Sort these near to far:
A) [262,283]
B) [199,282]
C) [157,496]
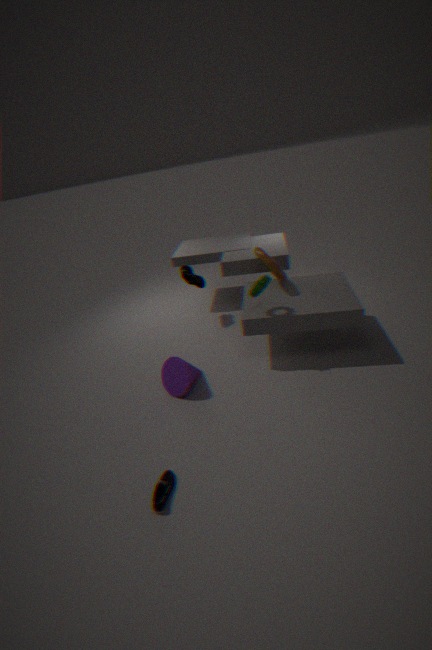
1. [157,496]
2. [262,283]
3. [199,282]
